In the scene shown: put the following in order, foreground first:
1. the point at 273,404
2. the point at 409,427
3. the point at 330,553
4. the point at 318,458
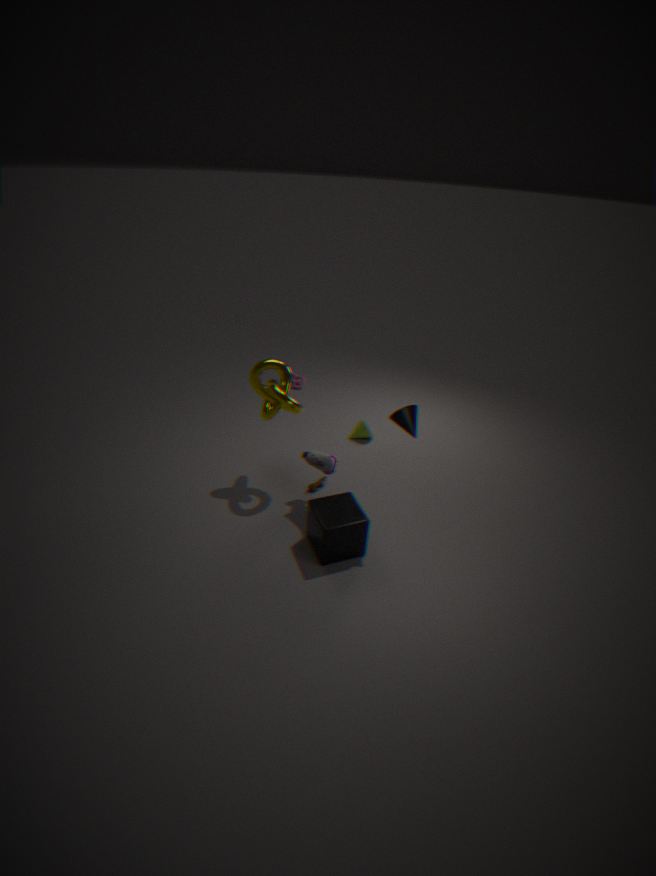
the point at 409,427
the point at 330,553
the point at 318,458
the point at 273,404
